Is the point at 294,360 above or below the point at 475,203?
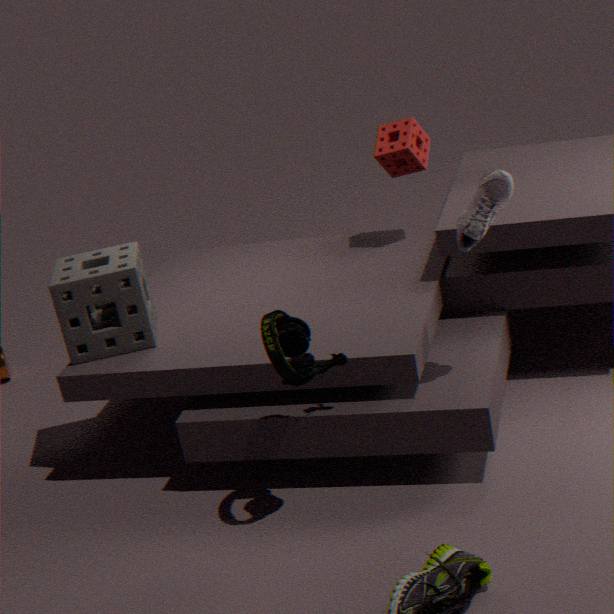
below
